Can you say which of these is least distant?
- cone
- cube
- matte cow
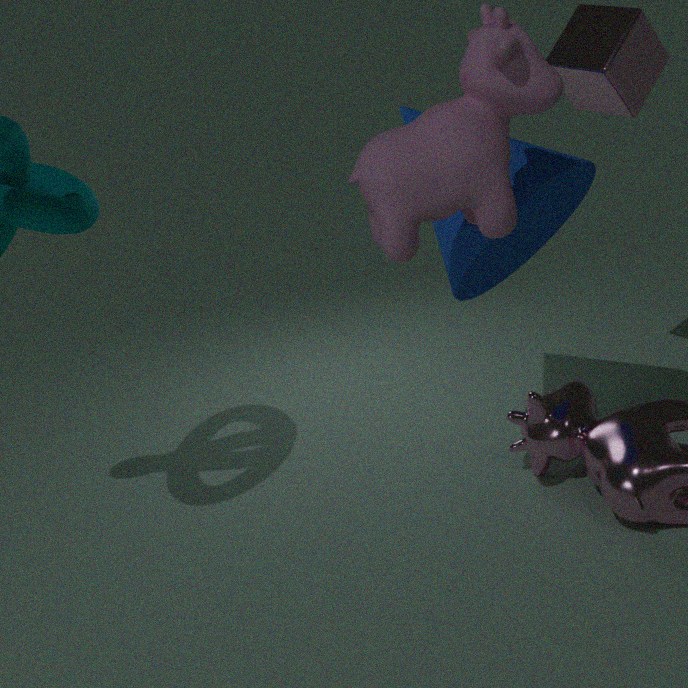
matte cow
